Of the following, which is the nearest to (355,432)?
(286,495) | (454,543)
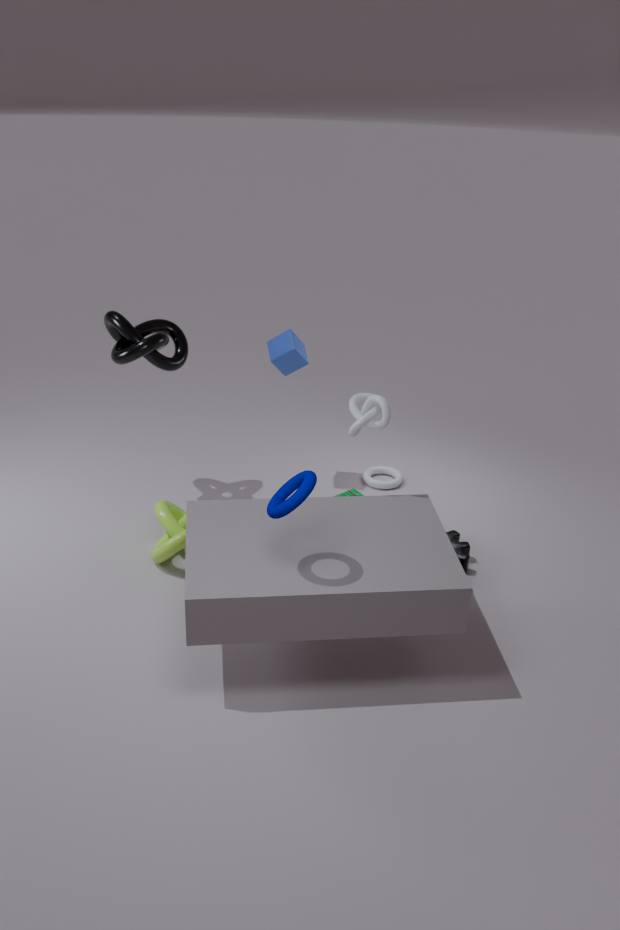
(286,495)
